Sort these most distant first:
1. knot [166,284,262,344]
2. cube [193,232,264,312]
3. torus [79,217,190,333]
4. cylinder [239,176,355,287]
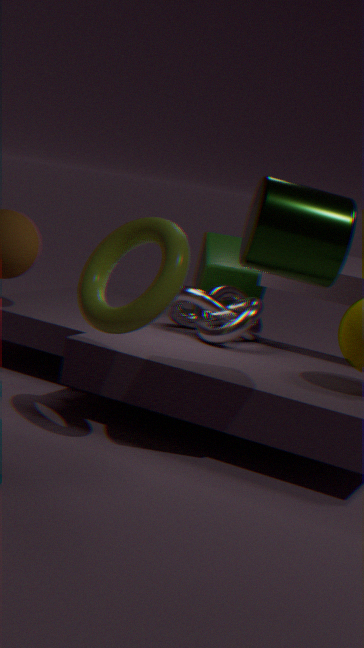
cube [193,232,264,312] < knot [166,284,262,344] < torus [79,217,190,333] < cylinder [239,176,355,287]
